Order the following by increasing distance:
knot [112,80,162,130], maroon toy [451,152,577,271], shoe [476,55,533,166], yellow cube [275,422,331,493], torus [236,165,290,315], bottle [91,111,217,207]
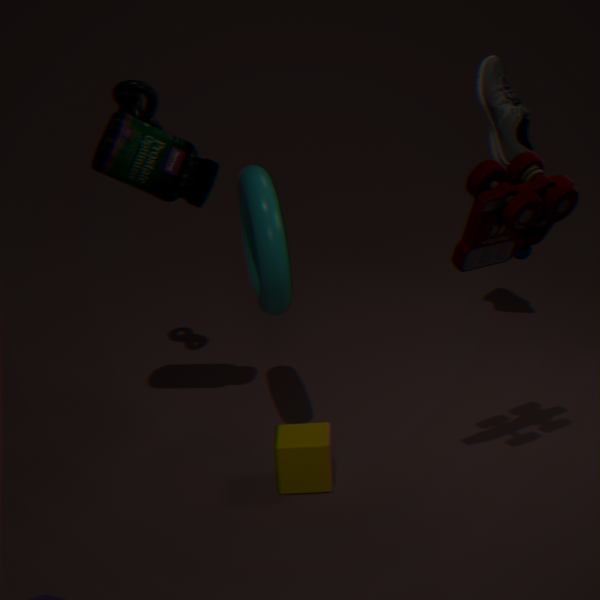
maroon toy [451,152,577,271] < yellow cube [275,422,331,493] < torus [236,165,290,315] < bottle [91,111,217,207] < knot [112,80,162,130] < shoe [476,55,533,166]
